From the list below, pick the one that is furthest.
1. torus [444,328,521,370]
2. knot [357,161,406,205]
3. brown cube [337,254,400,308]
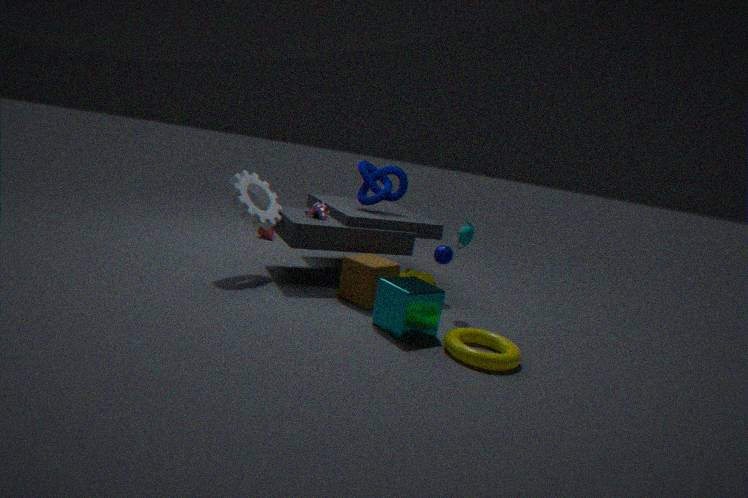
knot [357,161,406,205]
